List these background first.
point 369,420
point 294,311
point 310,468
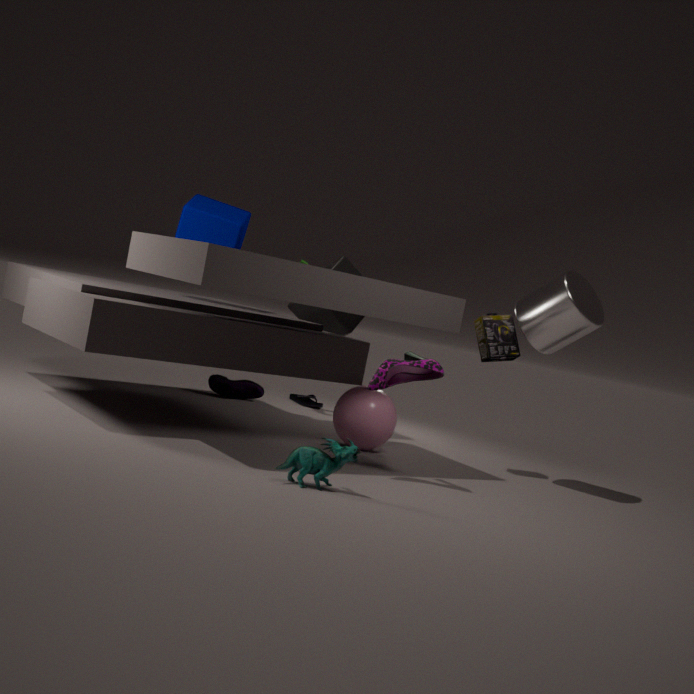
point 294,311
point 369,420
point 310,468
